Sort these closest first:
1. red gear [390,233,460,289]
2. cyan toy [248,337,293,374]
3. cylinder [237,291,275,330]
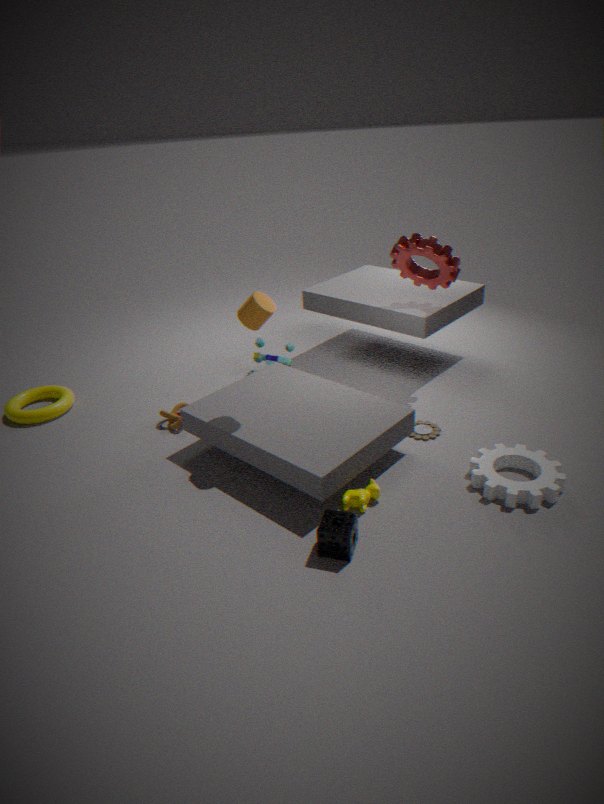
1. cylinder [237,291,275,330]
2. red gear [390,233,460,289]
3. cyan toy [248,337,293,374]
